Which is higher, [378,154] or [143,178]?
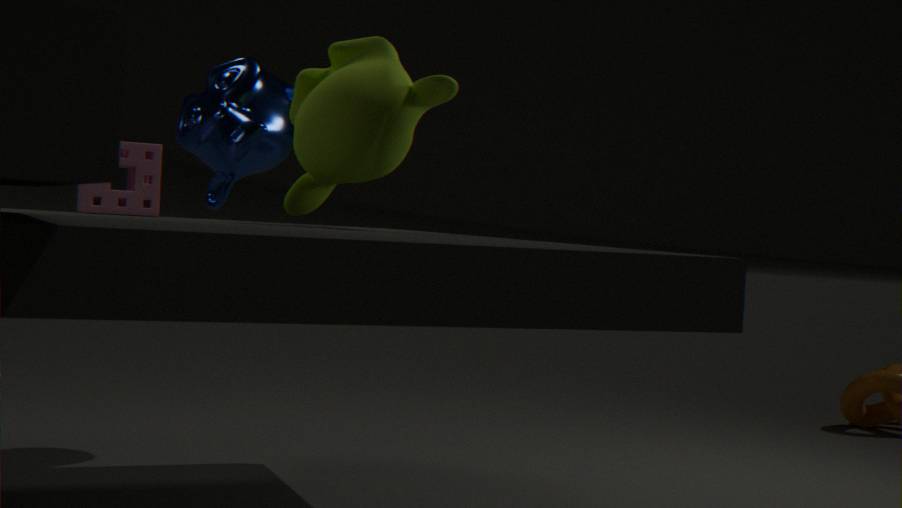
[378,154]
